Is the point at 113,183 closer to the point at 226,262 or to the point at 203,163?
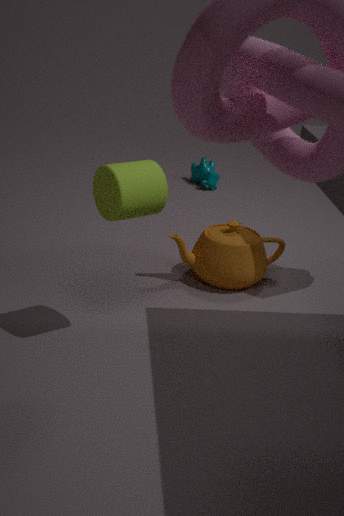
the point at 226,262
